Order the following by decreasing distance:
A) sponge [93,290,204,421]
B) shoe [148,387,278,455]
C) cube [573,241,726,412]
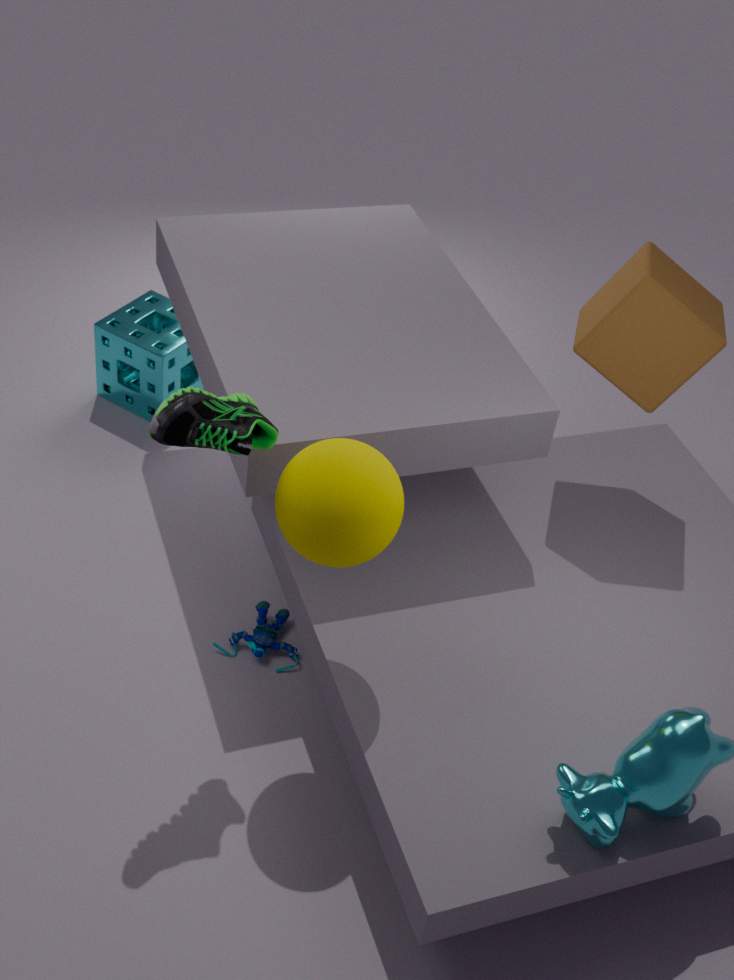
sponge [93,290,204,421] → cube [573,241,726,412] → shoe [148,387,278,455]
